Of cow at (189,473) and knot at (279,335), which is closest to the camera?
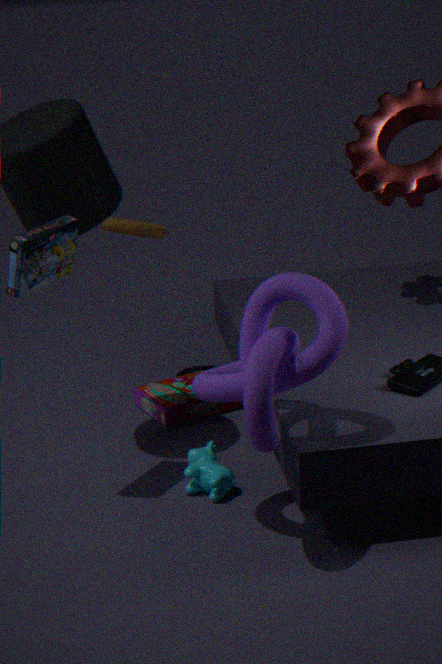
knot at (279,335)
